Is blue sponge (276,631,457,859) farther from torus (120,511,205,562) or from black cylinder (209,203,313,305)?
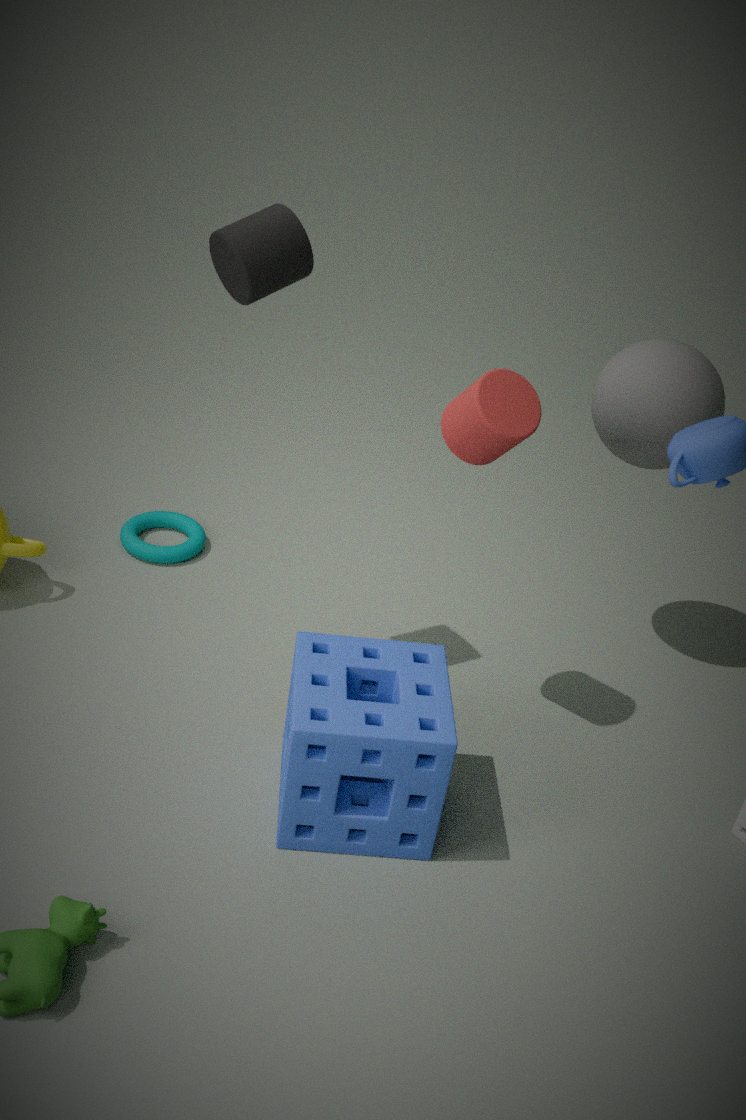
torus (120,511,205,562)
